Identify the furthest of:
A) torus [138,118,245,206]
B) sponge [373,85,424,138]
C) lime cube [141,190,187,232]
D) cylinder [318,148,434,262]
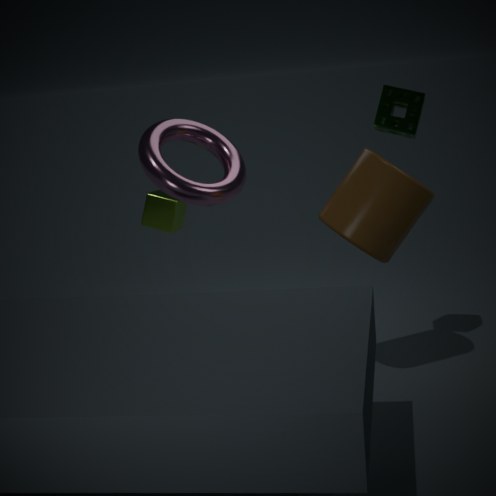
lime cube [141,190,187,232]
